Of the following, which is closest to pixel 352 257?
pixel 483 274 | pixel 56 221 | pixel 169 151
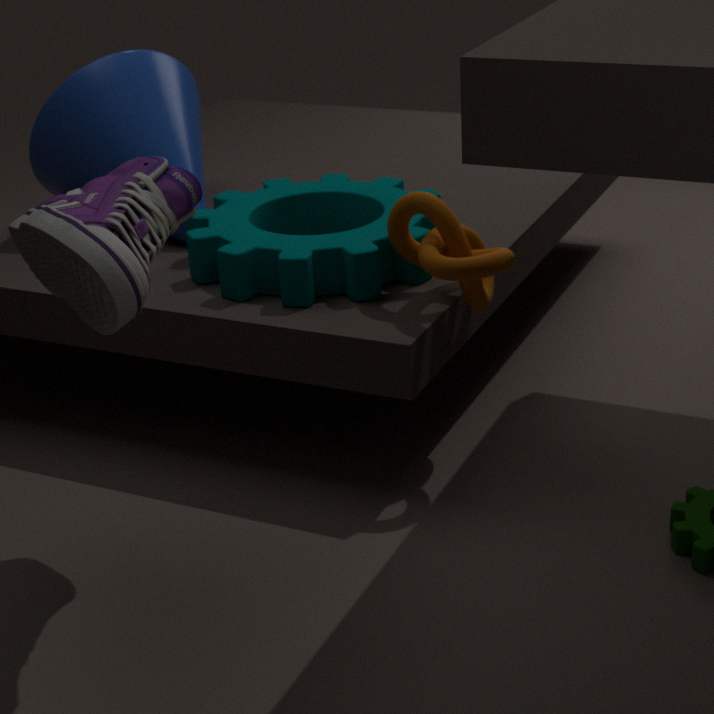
pixel 483 274
